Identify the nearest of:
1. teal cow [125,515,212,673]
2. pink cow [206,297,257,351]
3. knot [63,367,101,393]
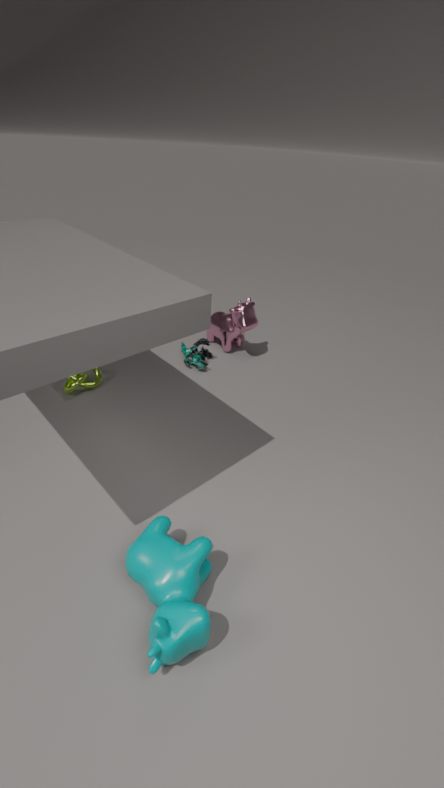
teal cow [125,515,212,673]
